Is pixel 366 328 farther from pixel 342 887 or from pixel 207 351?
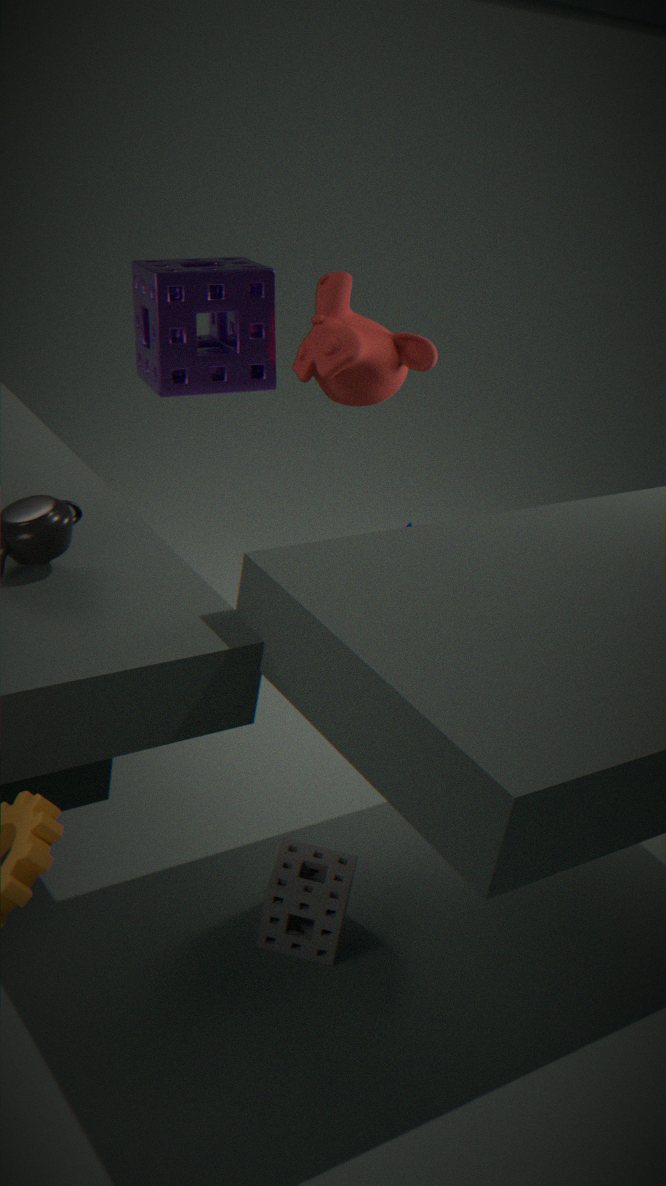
pixel 342 887
